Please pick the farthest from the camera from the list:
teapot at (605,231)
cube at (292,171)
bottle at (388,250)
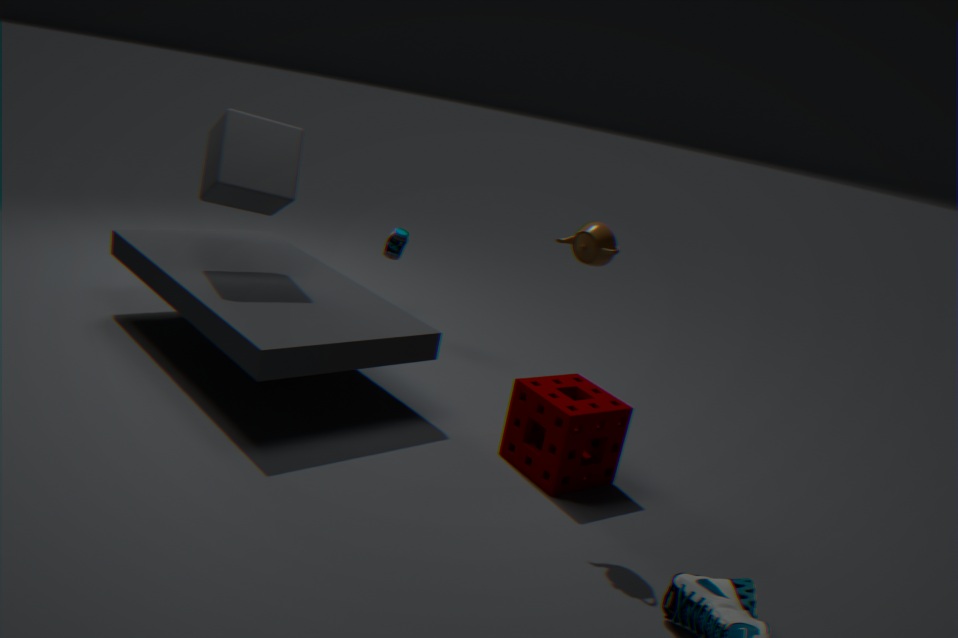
bottle at (388,250)
